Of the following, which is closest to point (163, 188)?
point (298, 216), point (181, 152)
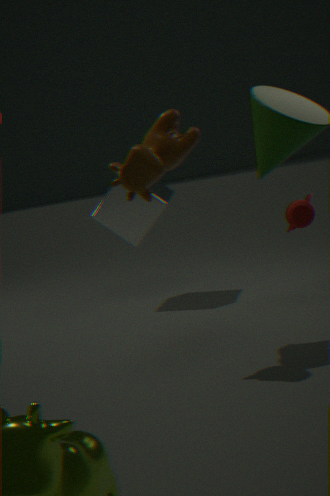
point (298, 216)
